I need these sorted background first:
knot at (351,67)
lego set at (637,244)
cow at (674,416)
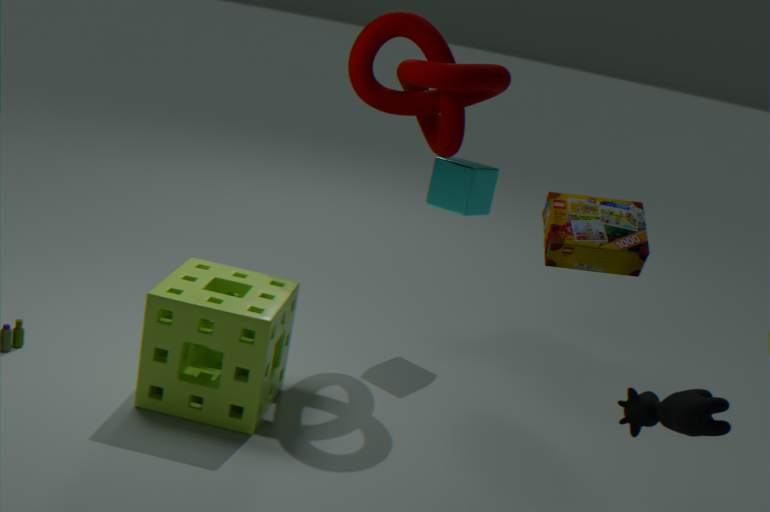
knot at (351,67)
lego set at (637,244)
cow at (674,416)
